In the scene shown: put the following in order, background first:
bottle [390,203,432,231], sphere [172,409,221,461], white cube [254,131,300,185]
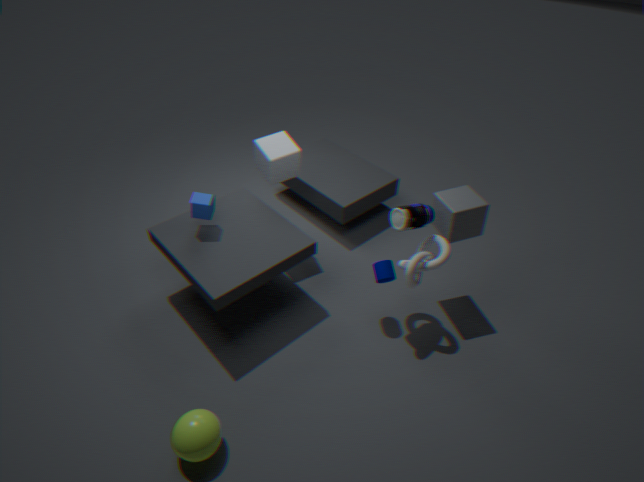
1. white cube [254,131,300,185]
2. bottle [390,203,432,231]
3. sphere [172,409,221,461]
